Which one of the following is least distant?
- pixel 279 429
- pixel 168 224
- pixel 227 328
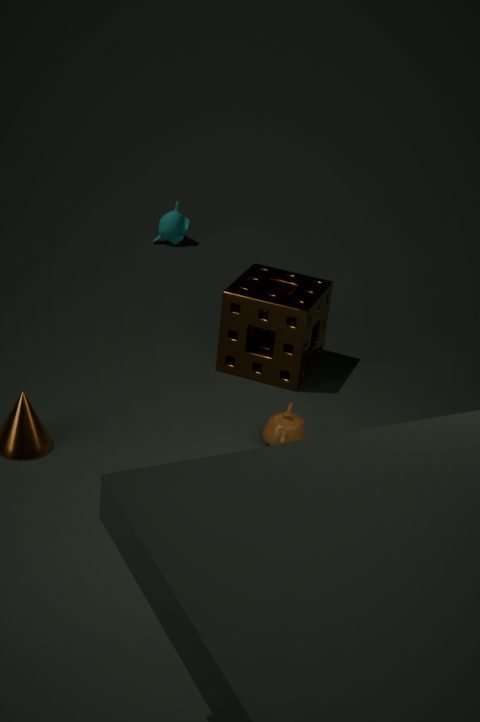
pixel 279 429
